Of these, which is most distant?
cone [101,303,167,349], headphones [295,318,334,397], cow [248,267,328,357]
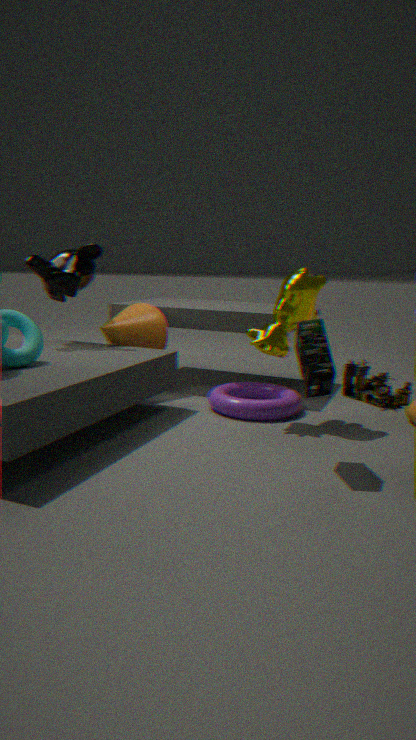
cone [101,303,167,349]
